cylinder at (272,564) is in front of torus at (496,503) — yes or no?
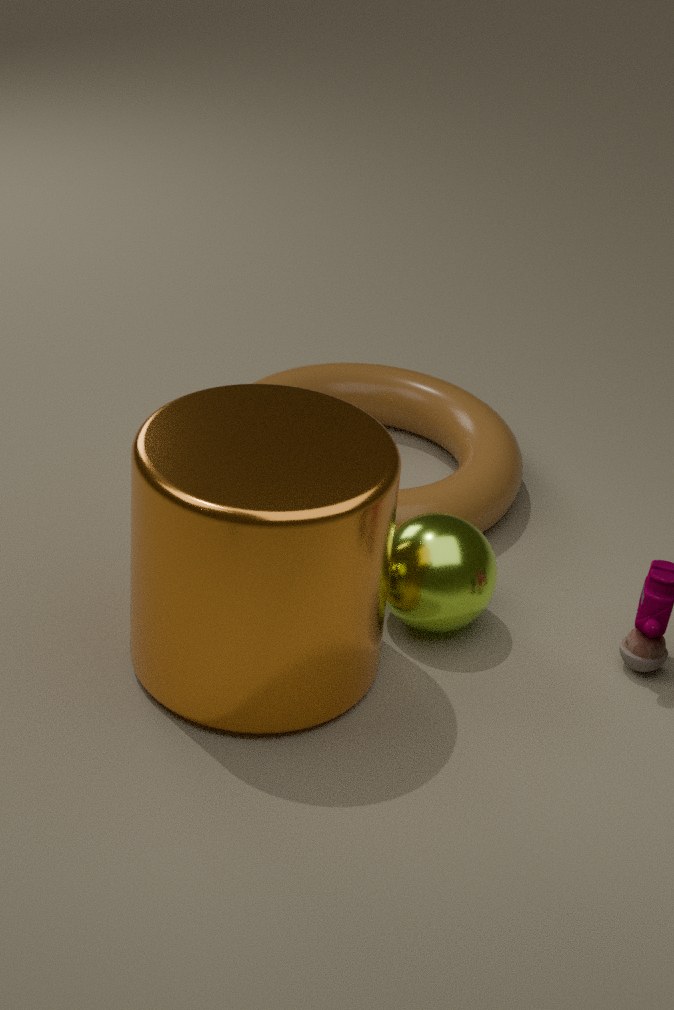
Yes
